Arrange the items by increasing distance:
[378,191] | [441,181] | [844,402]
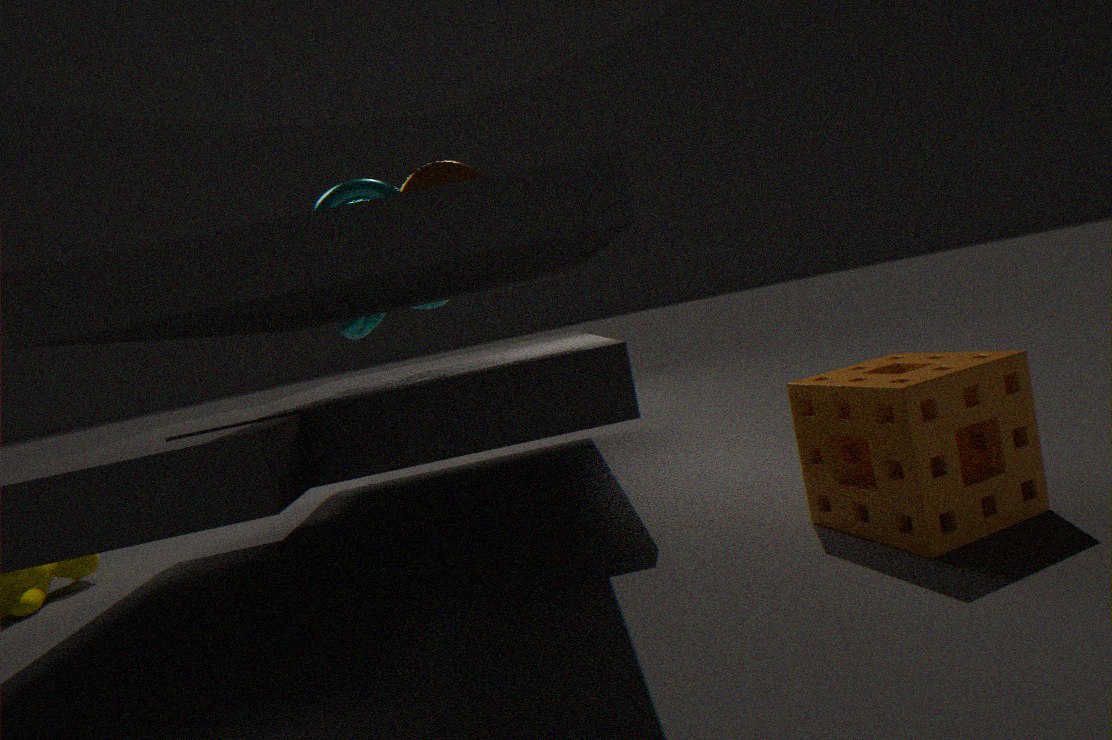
1. [844,402]
2. [378,191]
3. [441,181]
